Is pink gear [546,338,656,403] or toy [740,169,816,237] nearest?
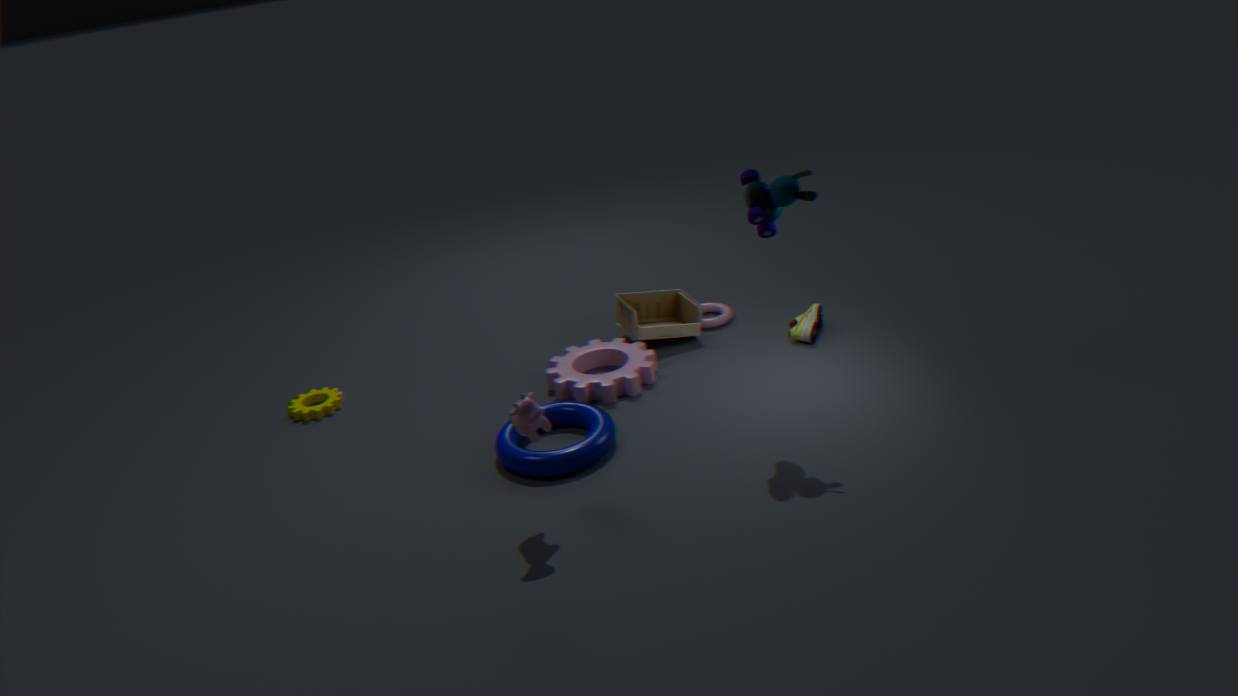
toy [740,169,816,237]
